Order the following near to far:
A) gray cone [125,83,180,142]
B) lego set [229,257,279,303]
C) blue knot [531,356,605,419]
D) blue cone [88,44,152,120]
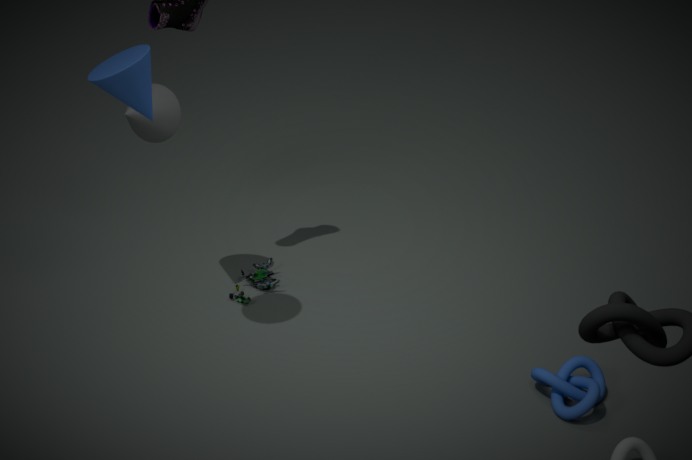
blue cone [88,44,152,120], blue knot [531,356,605,419], gray cone [125,83,180,142], lego set [229,257,279,303]
